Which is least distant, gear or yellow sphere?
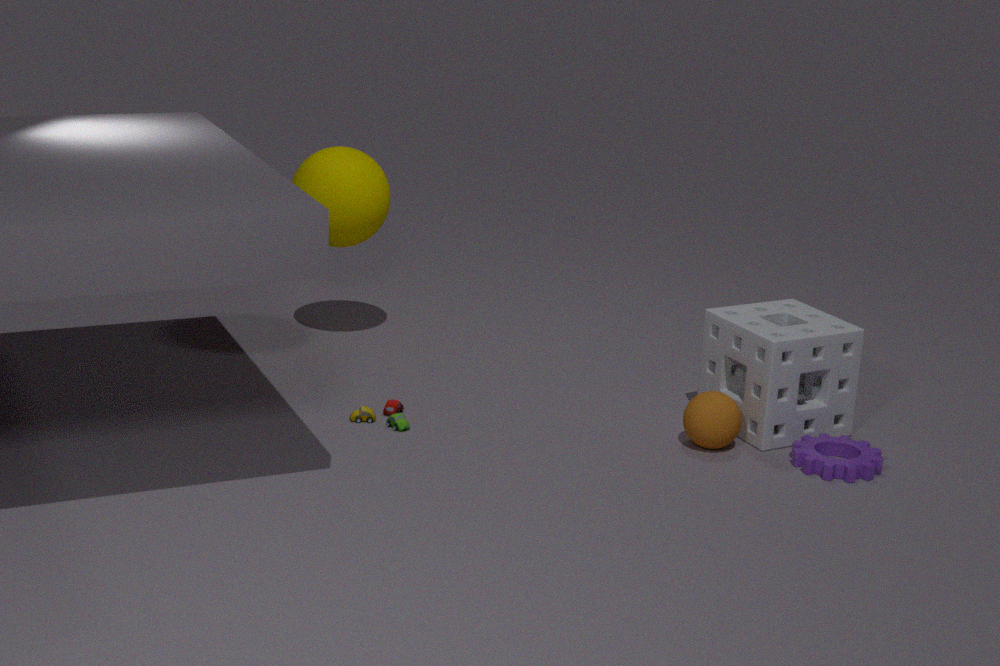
gear
